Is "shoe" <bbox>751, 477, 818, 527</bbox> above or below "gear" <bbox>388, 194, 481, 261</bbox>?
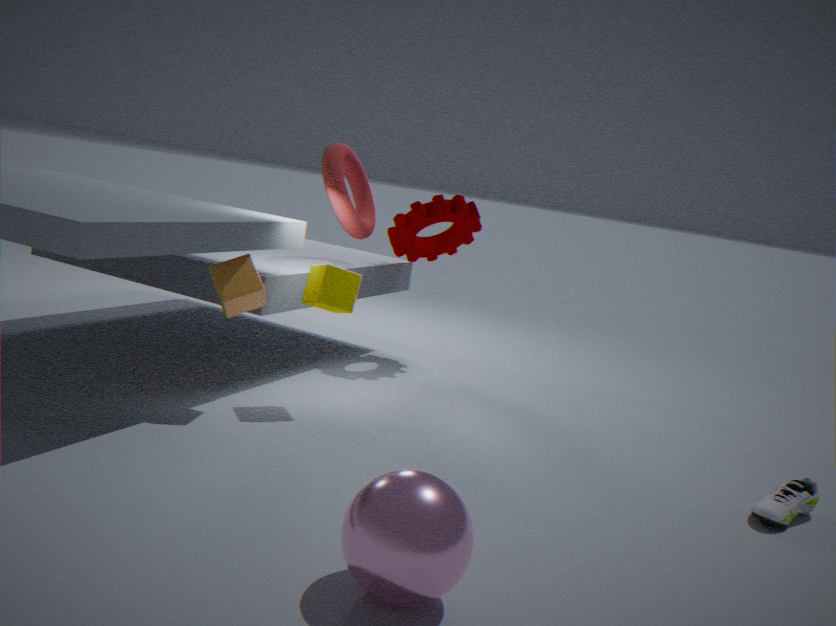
below
